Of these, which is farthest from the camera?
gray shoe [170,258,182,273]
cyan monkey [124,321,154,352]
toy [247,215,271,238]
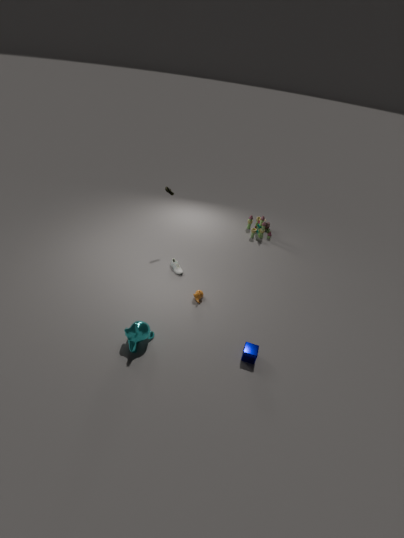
toy [247,215,271,238]
